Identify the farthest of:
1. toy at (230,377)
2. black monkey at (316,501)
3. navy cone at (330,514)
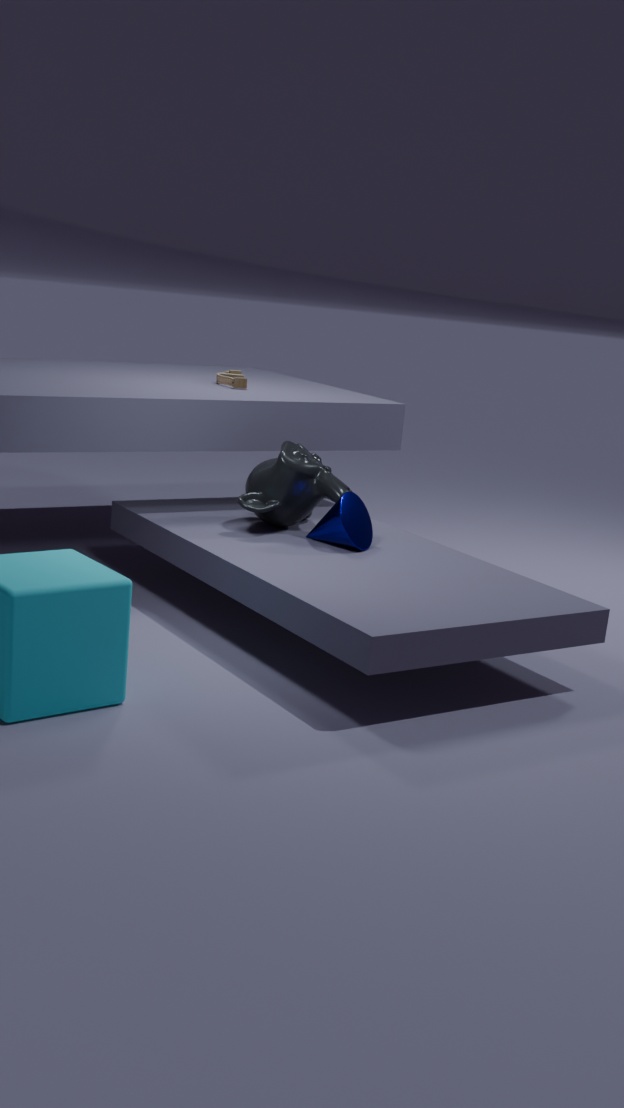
toy at (230,377)
